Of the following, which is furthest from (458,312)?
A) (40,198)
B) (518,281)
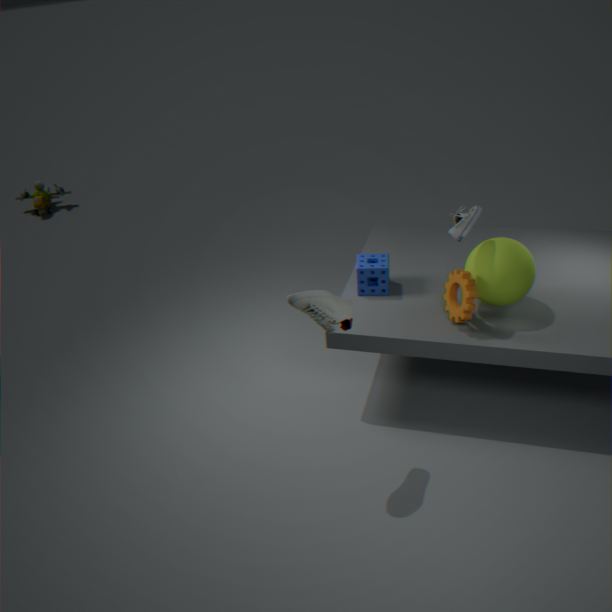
(40,198)
